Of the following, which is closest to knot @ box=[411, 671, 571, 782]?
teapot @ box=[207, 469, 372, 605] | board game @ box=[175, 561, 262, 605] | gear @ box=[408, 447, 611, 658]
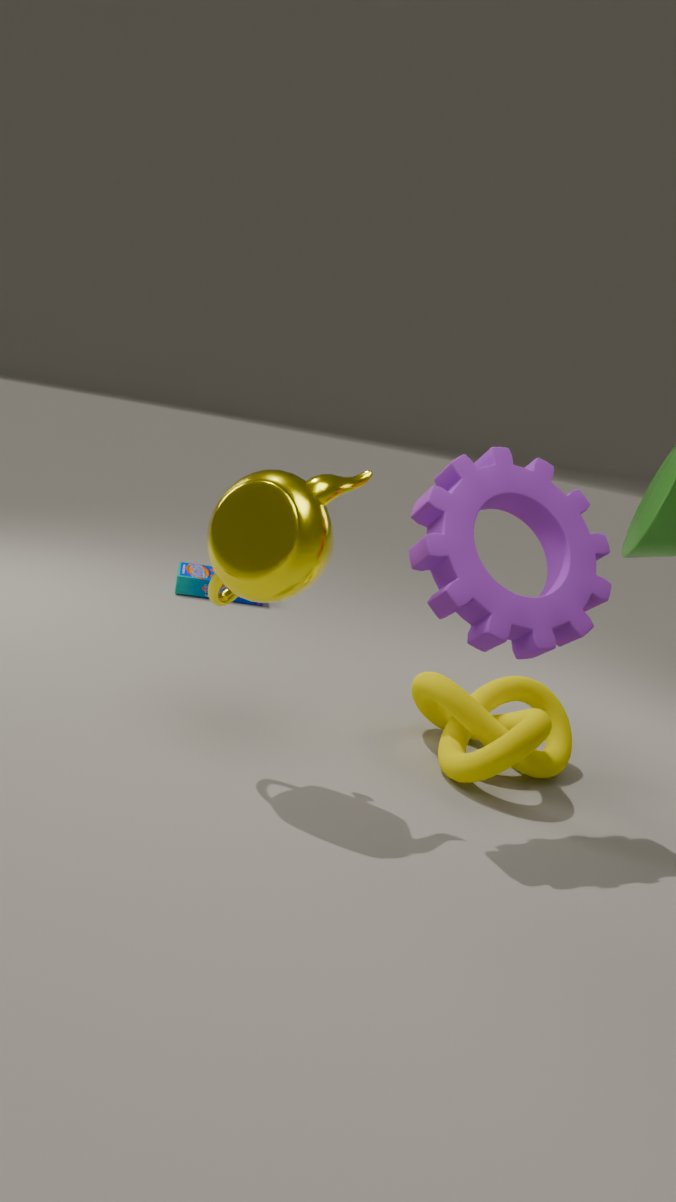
gear @ box=[408, 447, 611, 658]
